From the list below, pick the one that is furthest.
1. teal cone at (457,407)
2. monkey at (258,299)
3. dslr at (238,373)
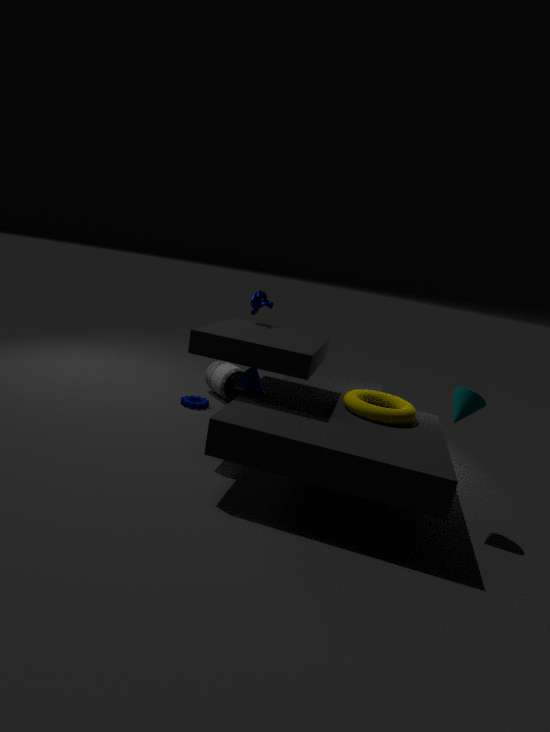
dslr at (238,373)
